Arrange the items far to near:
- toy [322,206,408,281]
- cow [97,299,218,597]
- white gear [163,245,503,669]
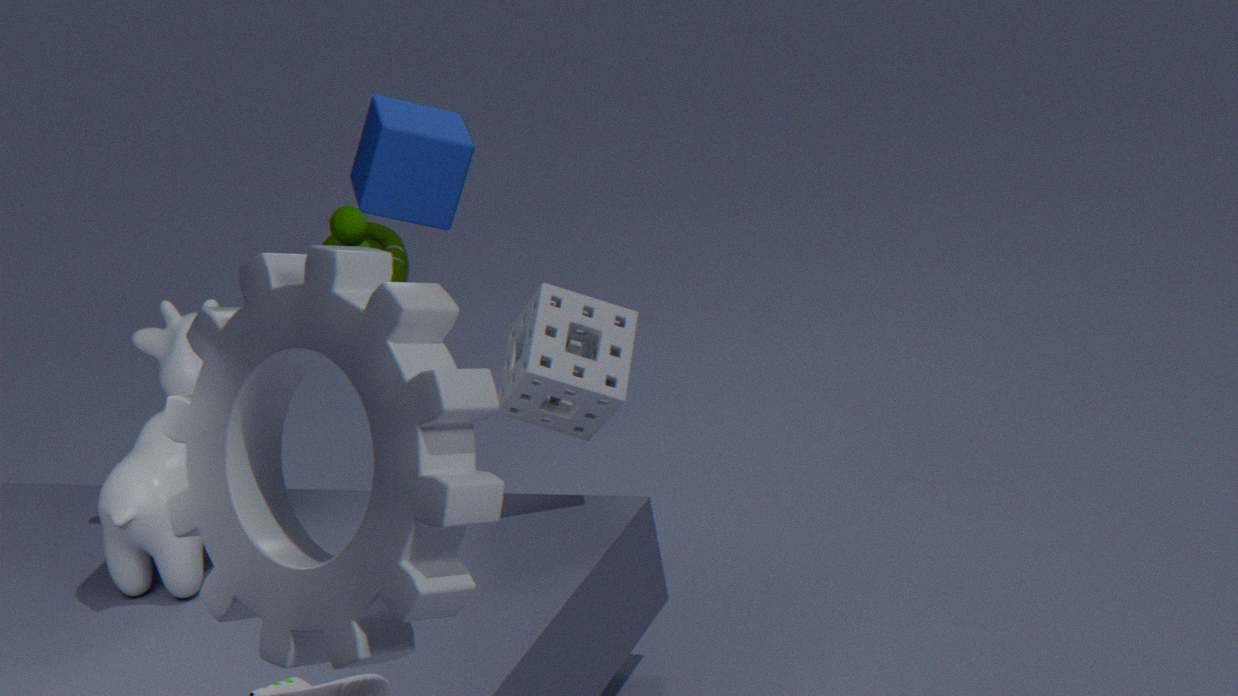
toy [322,206,408,281]
cow [97,299,218,597]
white gear [163,245,503,669]
